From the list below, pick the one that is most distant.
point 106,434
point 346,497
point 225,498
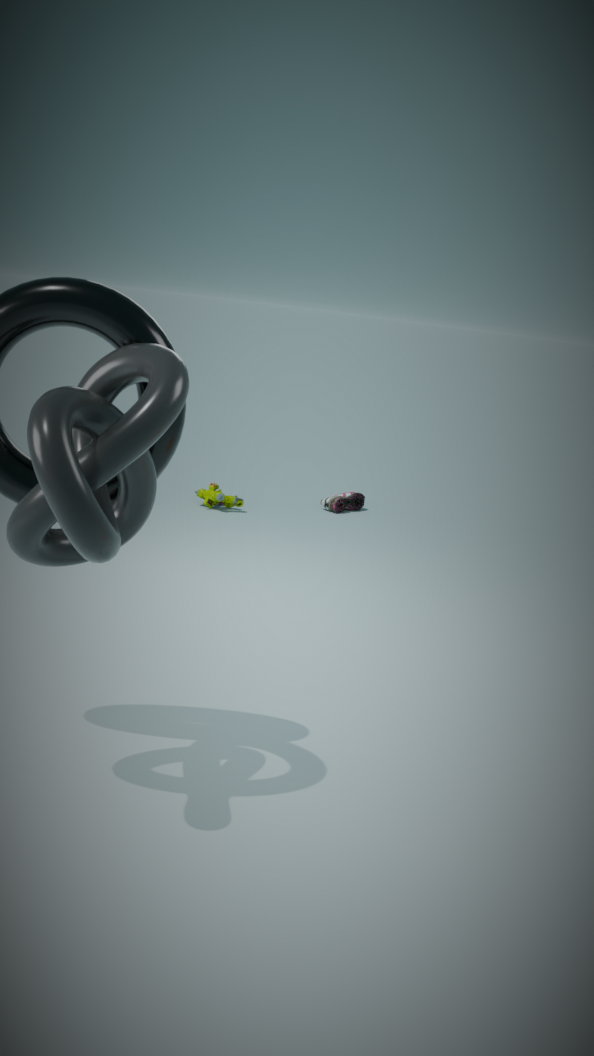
point 346,497
